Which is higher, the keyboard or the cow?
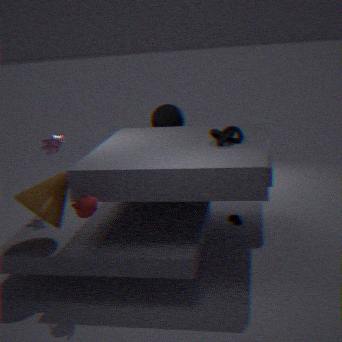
the cow
